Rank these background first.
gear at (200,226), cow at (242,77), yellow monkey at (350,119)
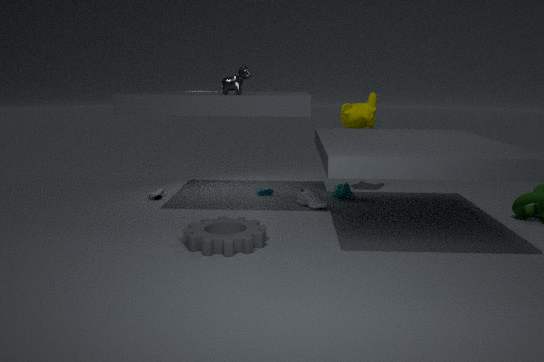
yellow monkey at (350,119)
cow at (242,77)
gear at (200,226)
